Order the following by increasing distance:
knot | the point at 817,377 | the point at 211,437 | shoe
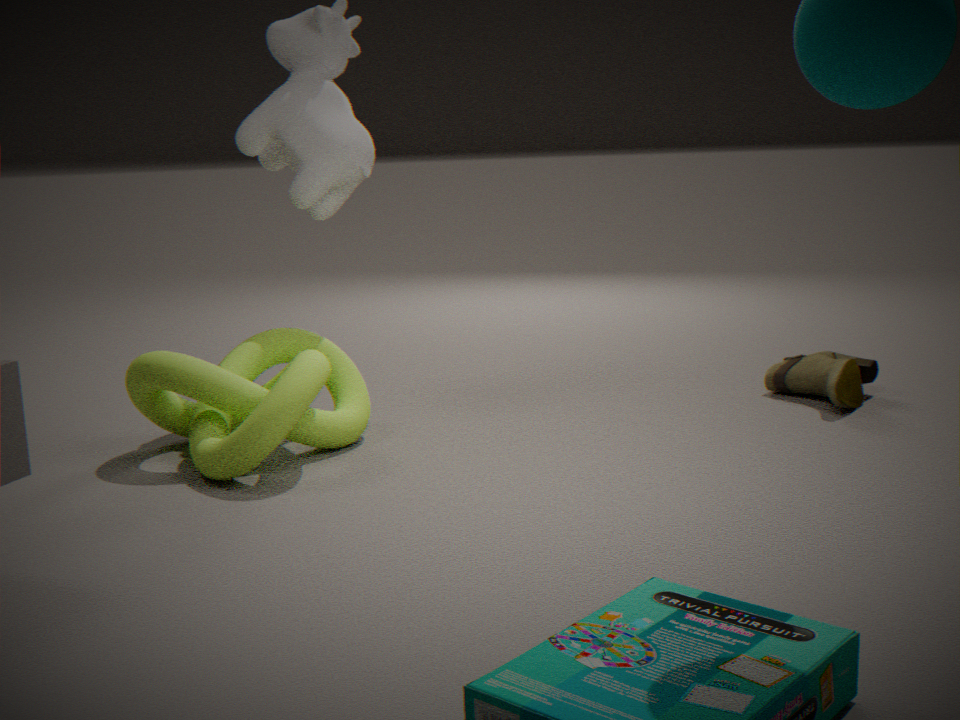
knot → shoe → the point at 211,437 → the point at 817,377
